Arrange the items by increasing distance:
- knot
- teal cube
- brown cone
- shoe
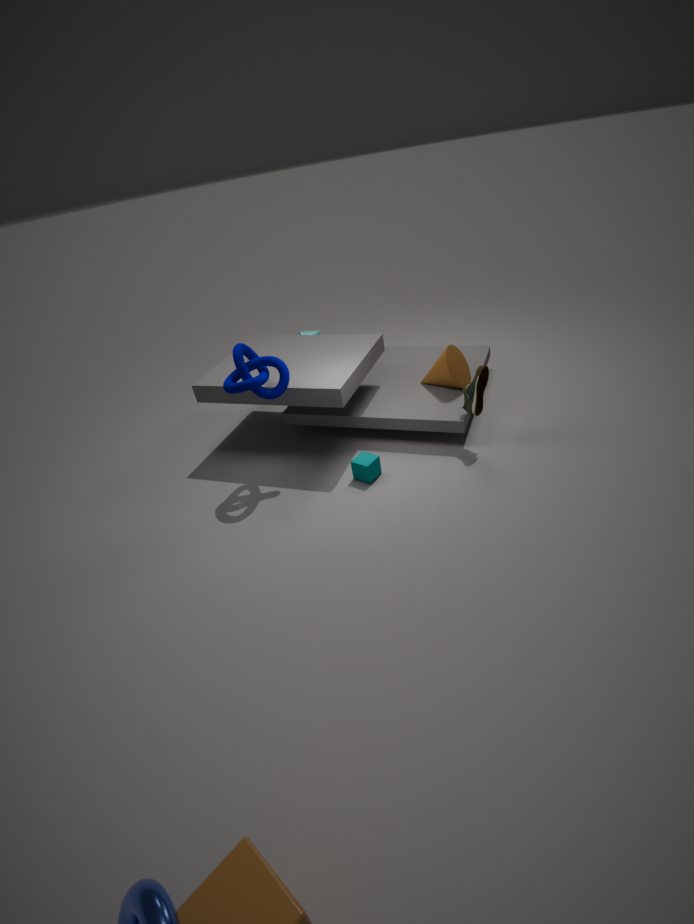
knot → shoe → teal cube → brown cone
